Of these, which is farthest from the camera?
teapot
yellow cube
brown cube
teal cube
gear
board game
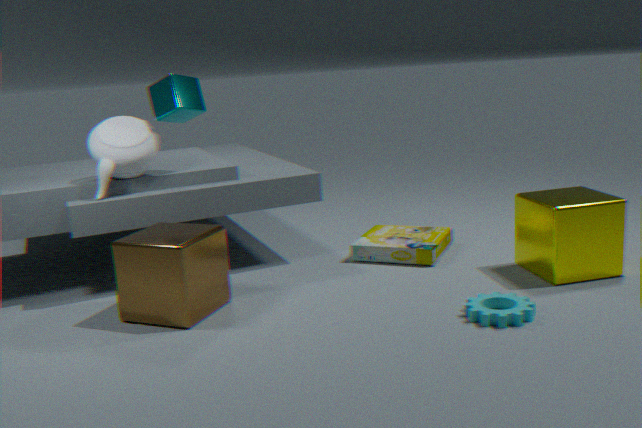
board game
